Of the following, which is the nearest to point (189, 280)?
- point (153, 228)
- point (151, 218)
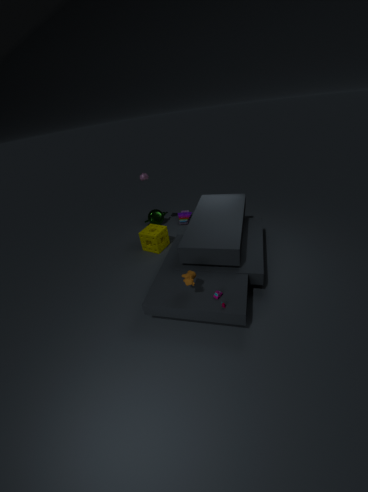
point (153, 228)
